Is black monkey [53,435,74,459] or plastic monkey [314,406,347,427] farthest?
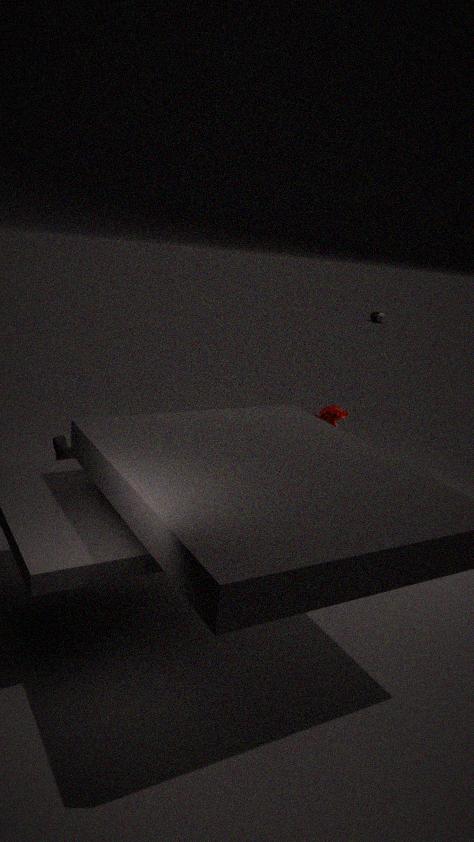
black monkey [53,435,74,459]
